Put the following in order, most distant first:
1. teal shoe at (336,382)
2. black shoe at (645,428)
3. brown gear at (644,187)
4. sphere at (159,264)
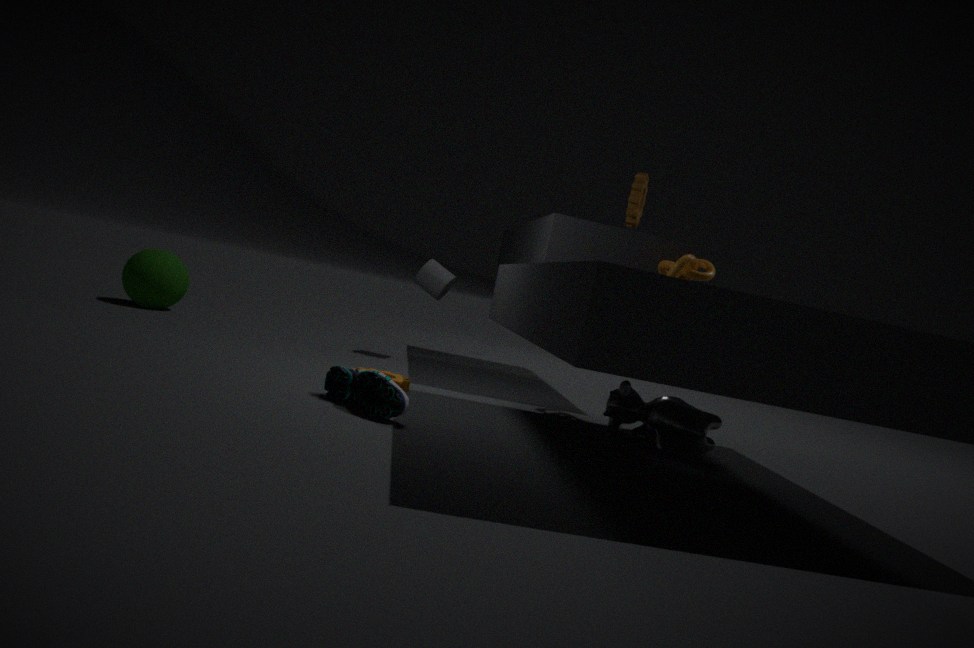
sphere at (159,264), brown gear at (644,187), black shoe at (645,428), teal shoe at (336,382)
